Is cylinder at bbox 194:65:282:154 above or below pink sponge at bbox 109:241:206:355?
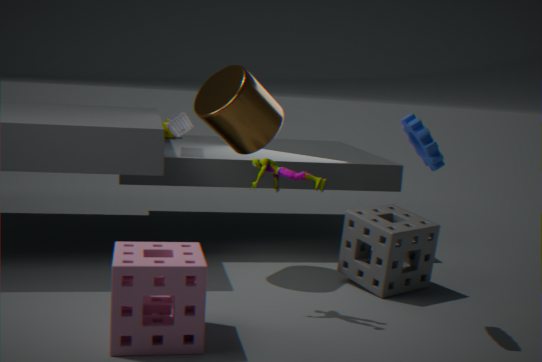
above
